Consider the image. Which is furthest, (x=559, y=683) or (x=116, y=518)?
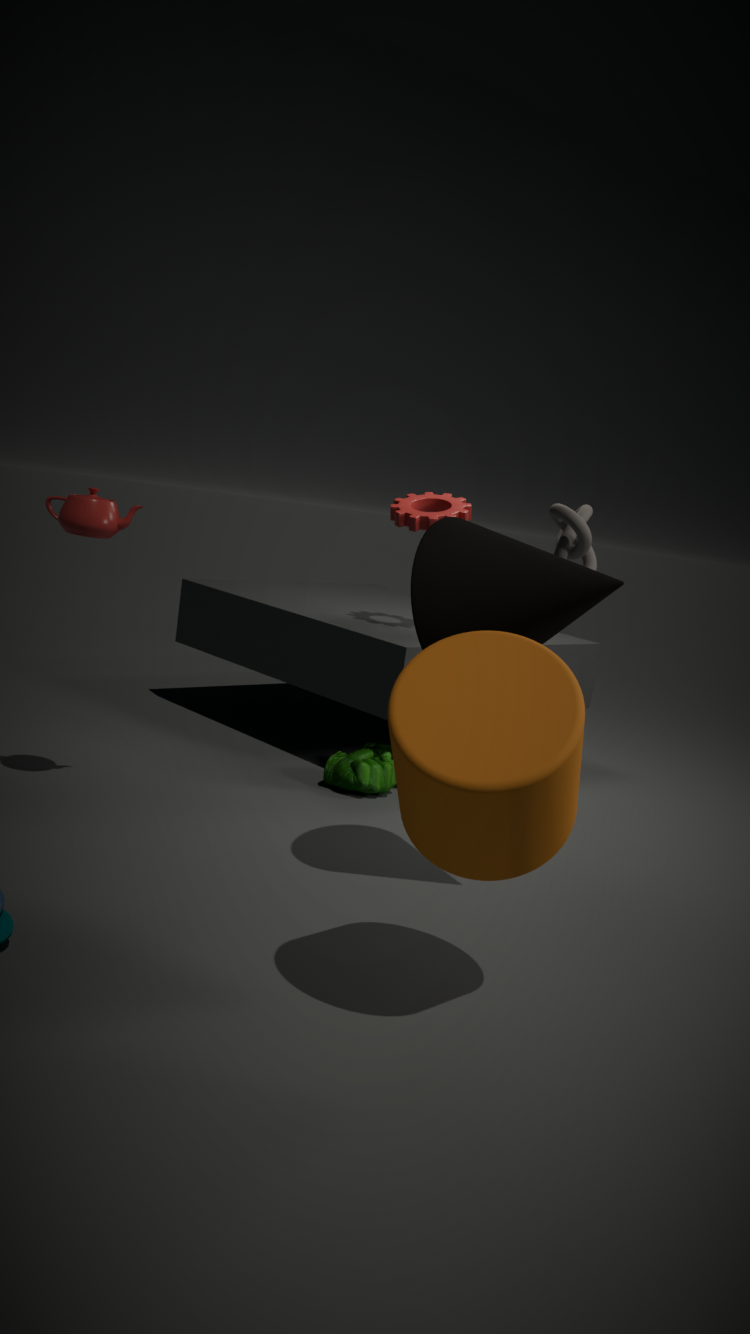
(x=116, y=518)
